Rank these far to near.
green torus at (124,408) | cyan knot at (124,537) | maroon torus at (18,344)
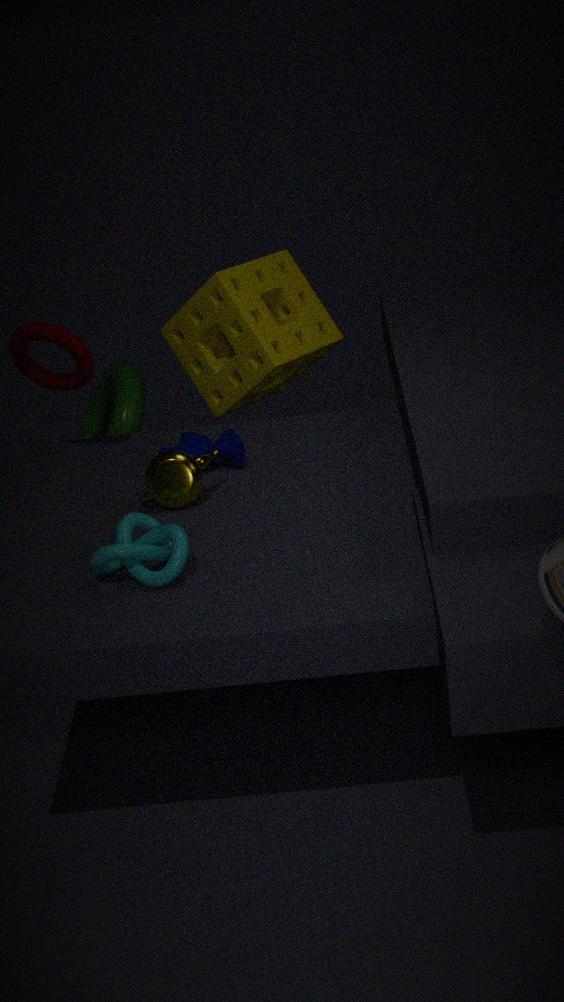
green torus at (124,408)
maroon torus at (18,344)
cyan knot at (124,537)
